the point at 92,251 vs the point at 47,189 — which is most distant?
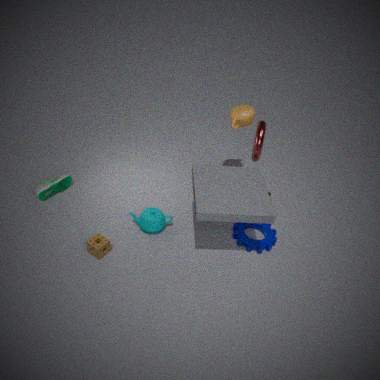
the point at 47,189
